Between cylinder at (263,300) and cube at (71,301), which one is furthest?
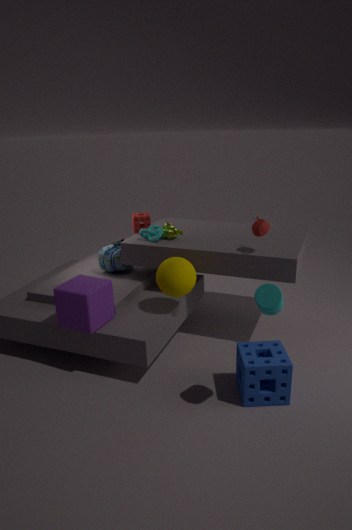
cube at (71,301)
